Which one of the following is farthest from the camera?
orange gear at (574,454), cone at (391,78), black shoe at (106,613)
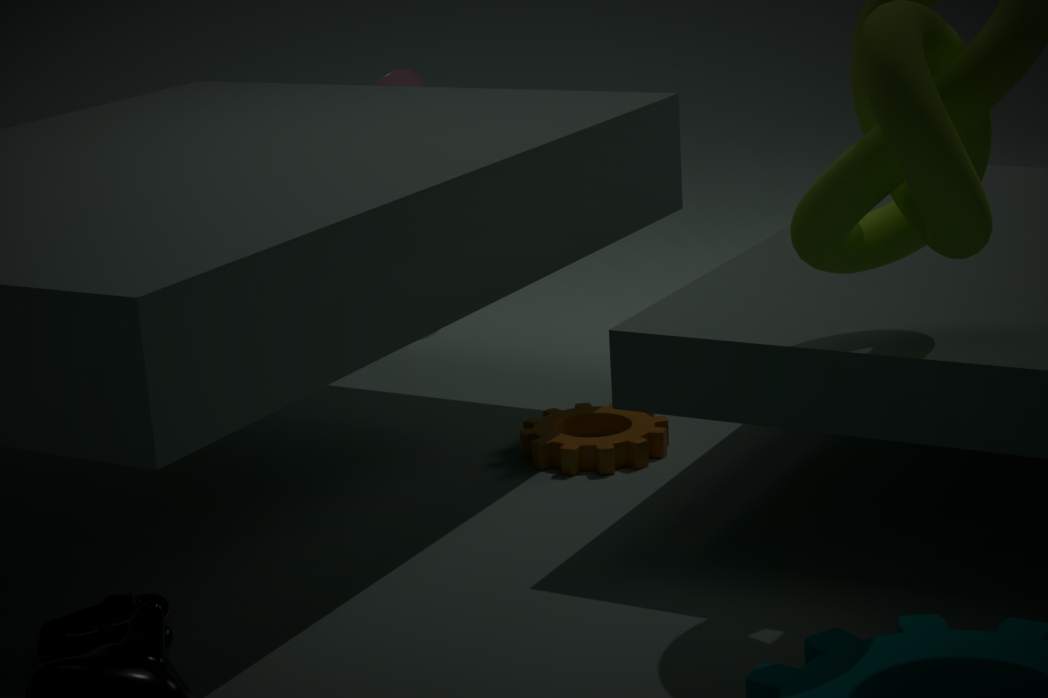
cone at (391,78)
